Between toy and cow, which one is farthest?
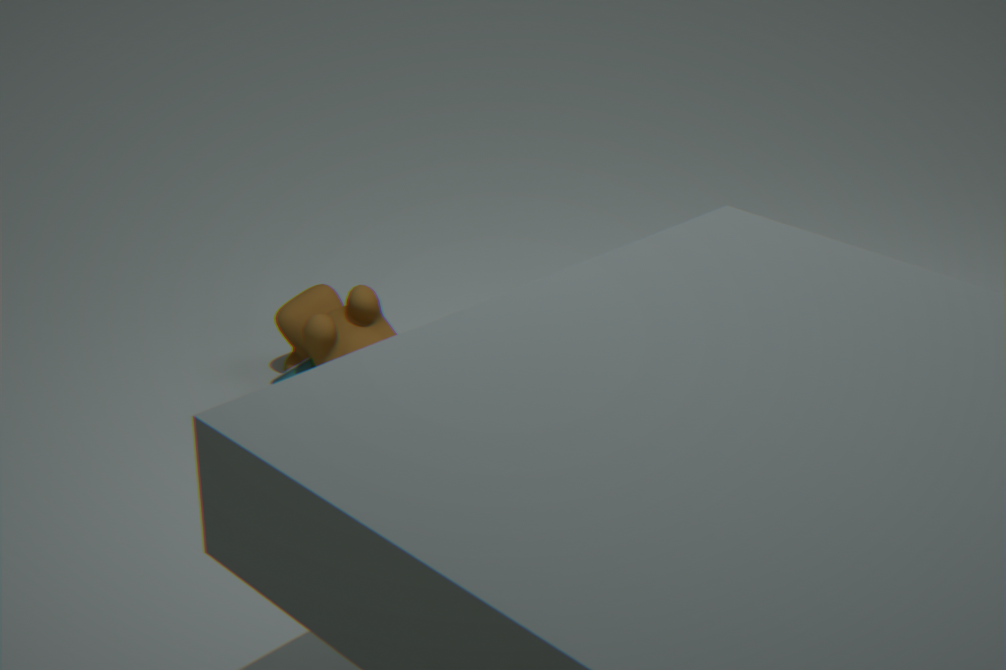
toy
